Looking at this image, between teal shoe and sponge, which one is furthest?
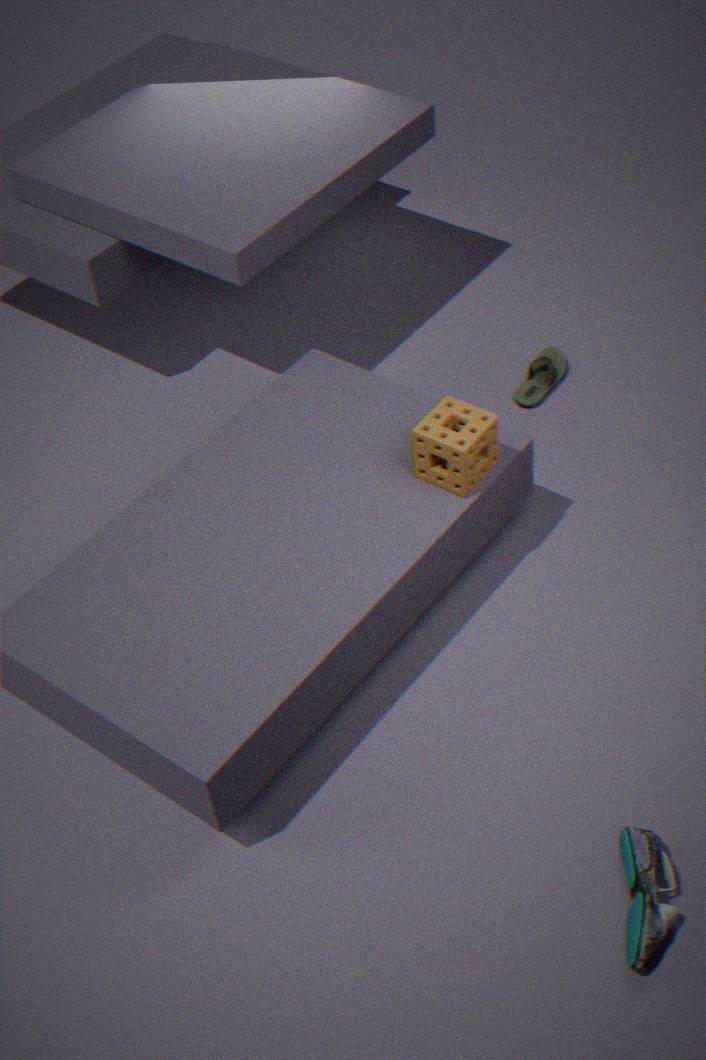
sponge
